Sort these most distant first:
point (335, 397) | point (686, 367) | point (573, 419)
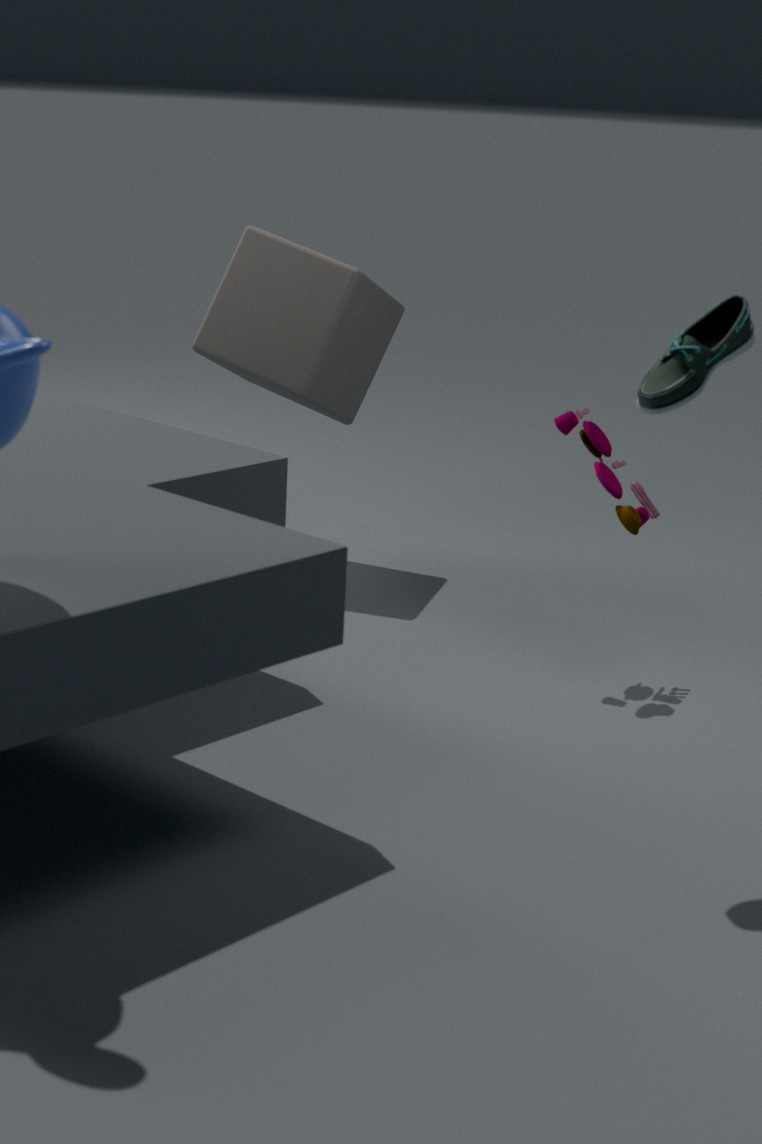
1. point (335, 397)
2. point (573, 419)
3. point (686, 367)
